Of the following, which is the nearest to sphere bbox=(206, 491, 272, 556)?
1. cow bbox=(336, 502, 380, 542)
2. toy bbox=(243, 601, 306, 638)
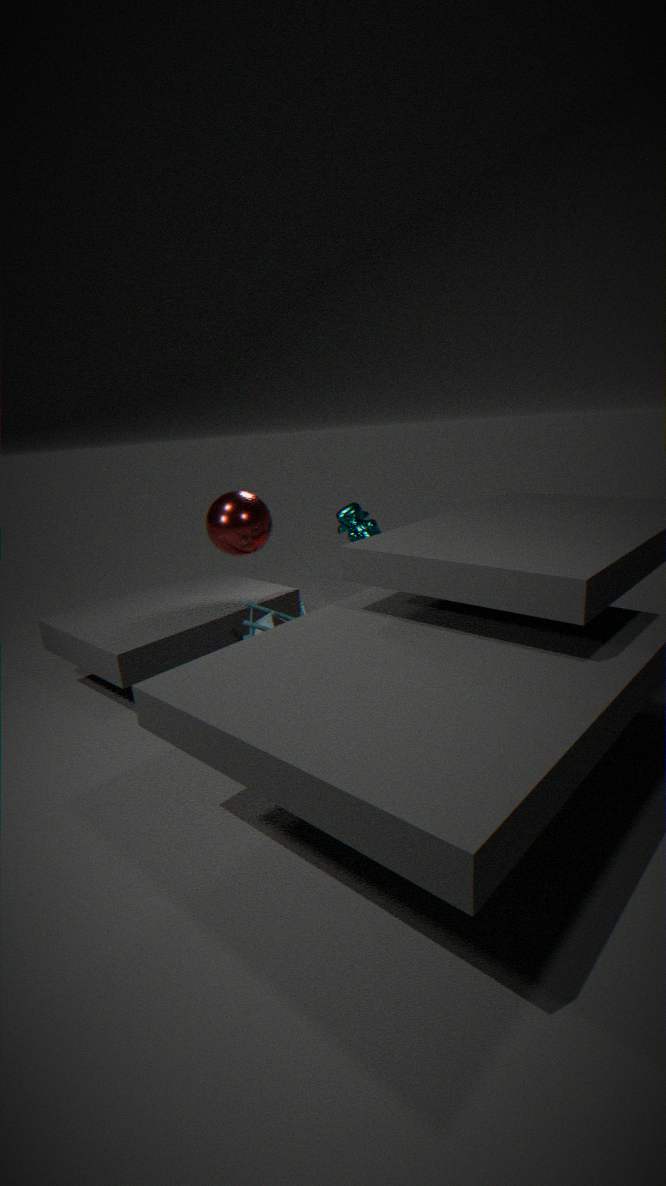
toy bbox=(243, 601, 306, 638)
